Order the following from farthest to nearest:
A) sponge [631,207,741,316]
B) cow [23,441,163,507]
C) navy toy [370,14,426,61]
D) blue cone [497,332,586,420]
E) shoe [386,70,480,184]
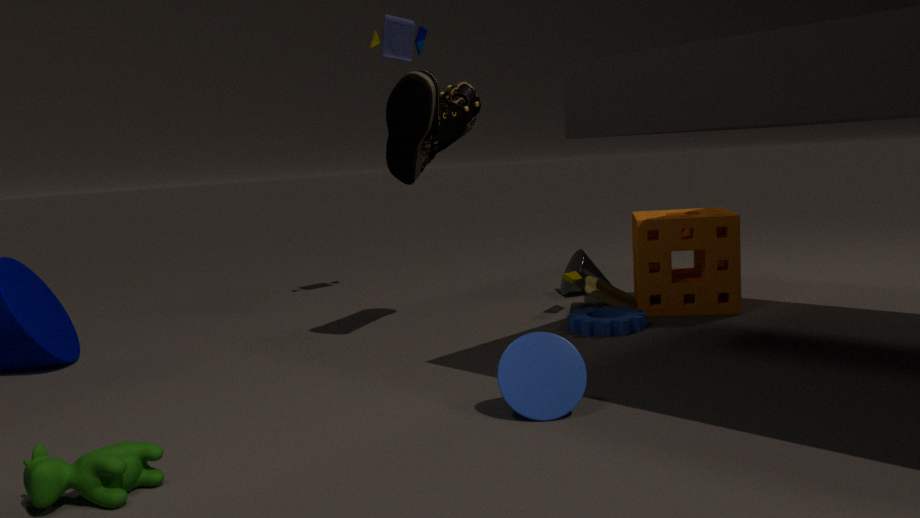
navy toy [370,14,426,61] → sponge [631,207,741,316] → shoe [386,70,480,184] → blue cone [497,332,586,420] → cow [23,441,163,507]
